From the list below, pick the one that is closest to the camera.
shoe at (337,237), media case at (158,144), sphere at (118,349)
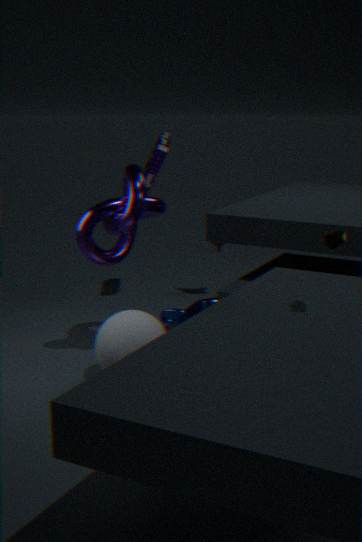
shoe at (337,237)
